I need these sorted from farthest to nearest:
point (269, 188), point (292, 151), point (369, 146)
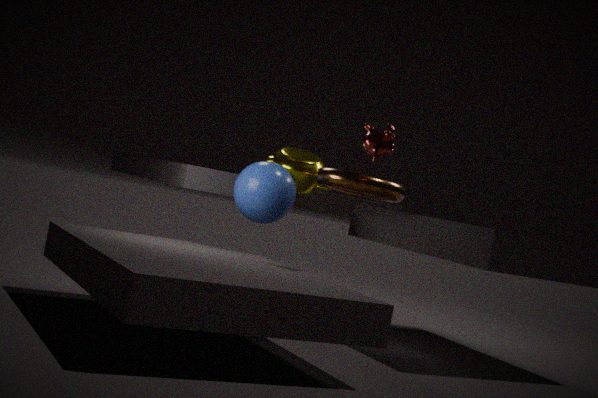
point (292, 151) < point (269, 188) < point (369, 146)
